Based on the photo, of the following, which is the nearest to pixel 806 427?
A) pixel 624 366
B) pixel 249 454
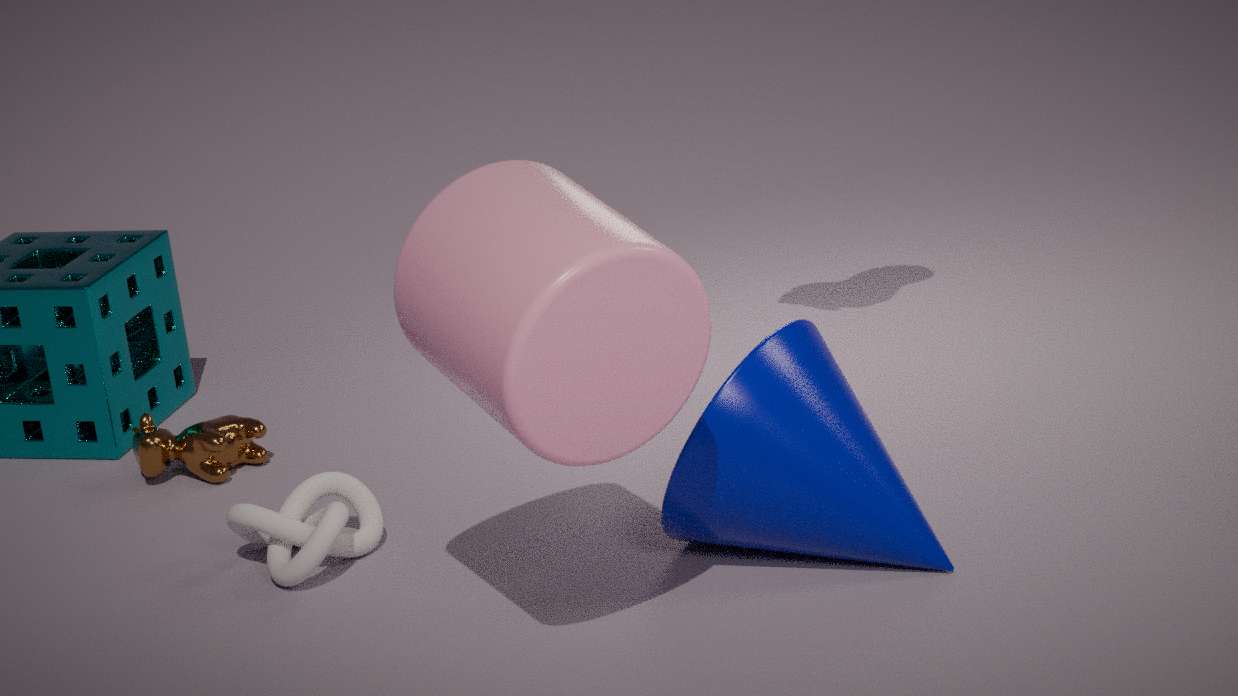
pixel 624 366
